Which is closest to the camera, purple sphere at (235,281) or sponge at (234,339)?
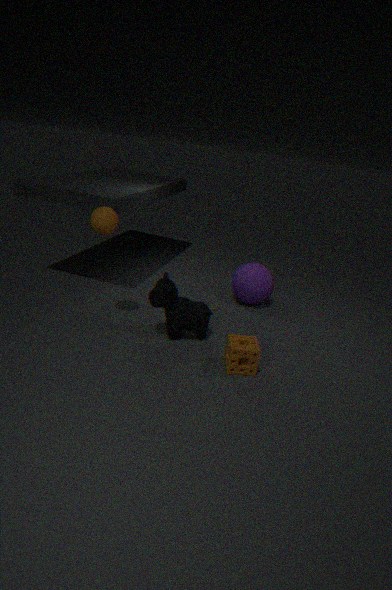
sponge at (234,339)
